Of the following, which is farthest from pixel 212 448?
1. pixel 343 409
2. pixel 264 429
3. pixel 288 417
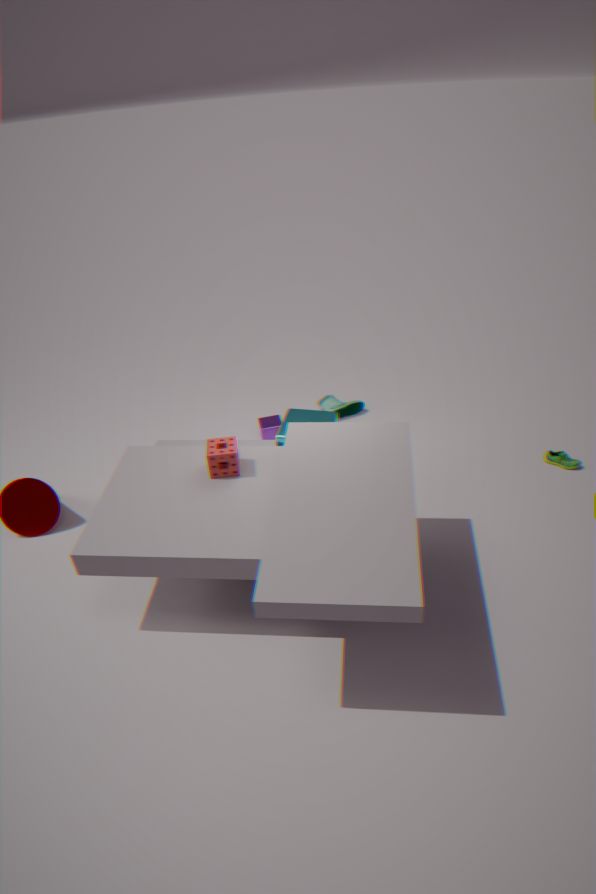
pixel 343 409
